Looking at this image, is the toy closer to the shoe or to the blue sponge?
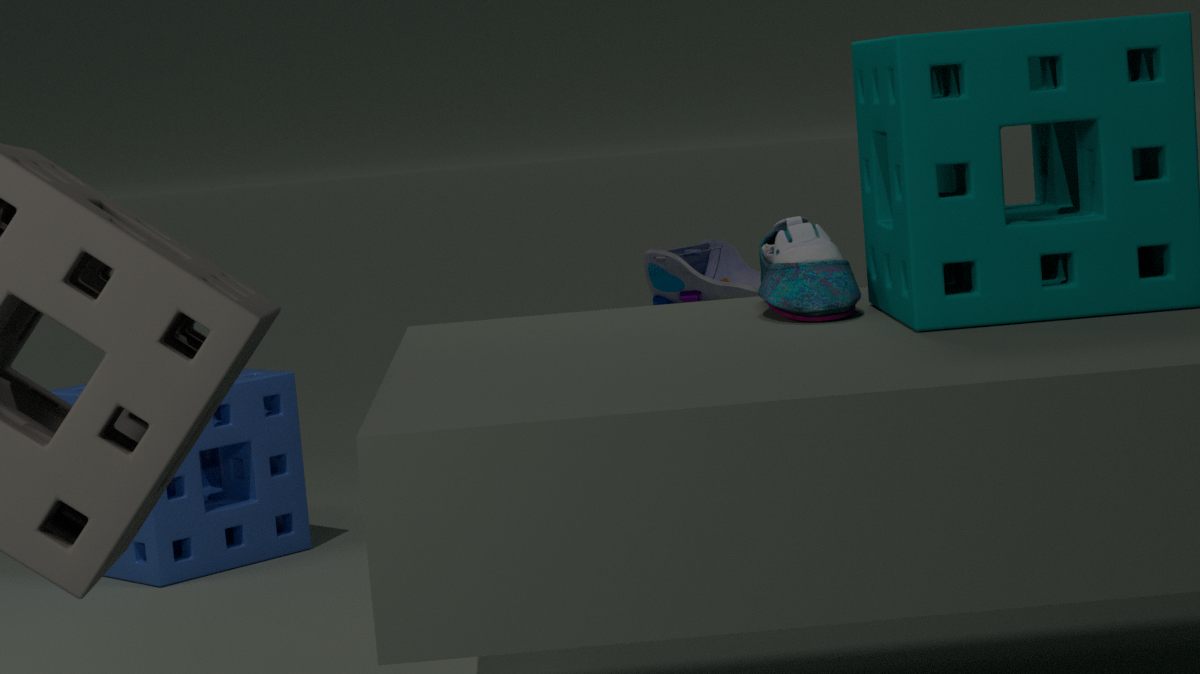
the blue sponge
